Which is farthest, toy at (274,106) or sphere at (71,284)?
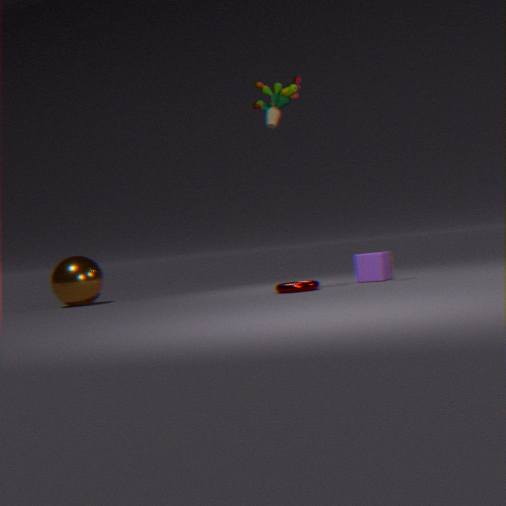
sphere at (71,284)
